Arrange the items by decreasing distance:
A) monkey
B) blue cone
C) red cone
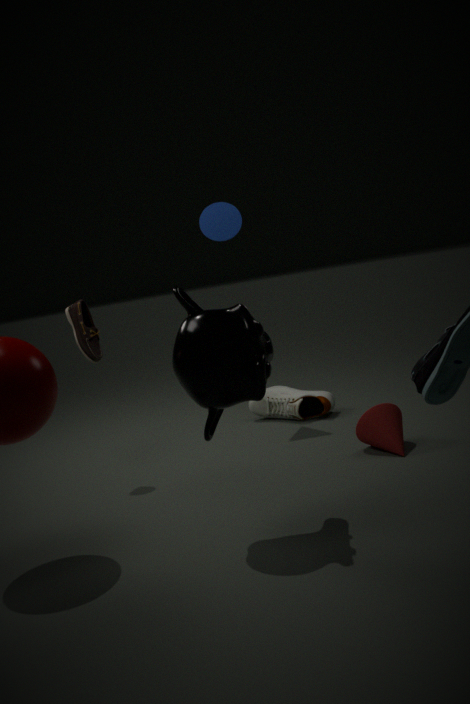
1. blue cone
2. red cone
3. monkey
